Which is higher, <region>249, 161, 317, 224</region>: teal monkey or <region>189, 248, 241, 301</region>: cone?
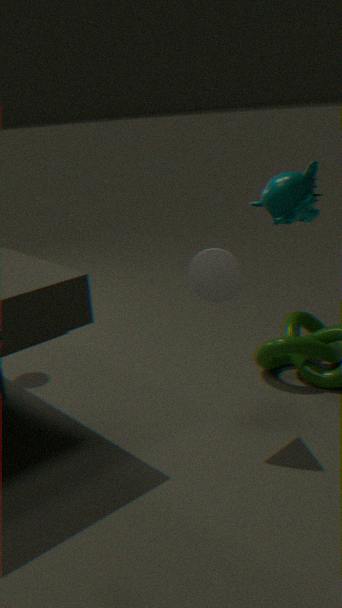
<region>249, 161, 317, 224</region>: teal monkey
